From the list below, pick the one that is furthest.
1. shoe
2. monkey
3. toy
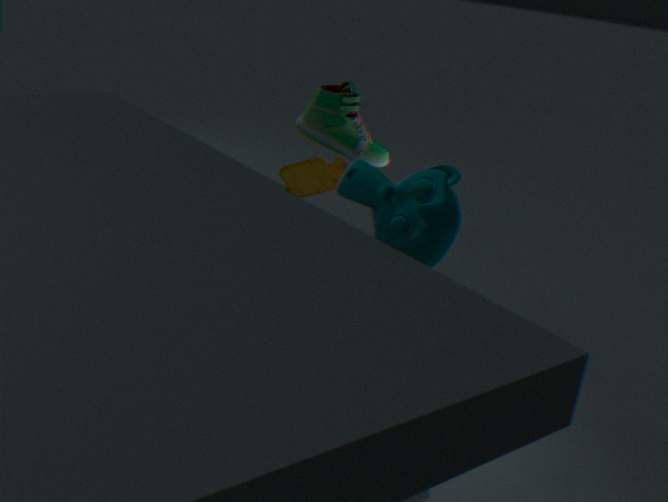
toy
